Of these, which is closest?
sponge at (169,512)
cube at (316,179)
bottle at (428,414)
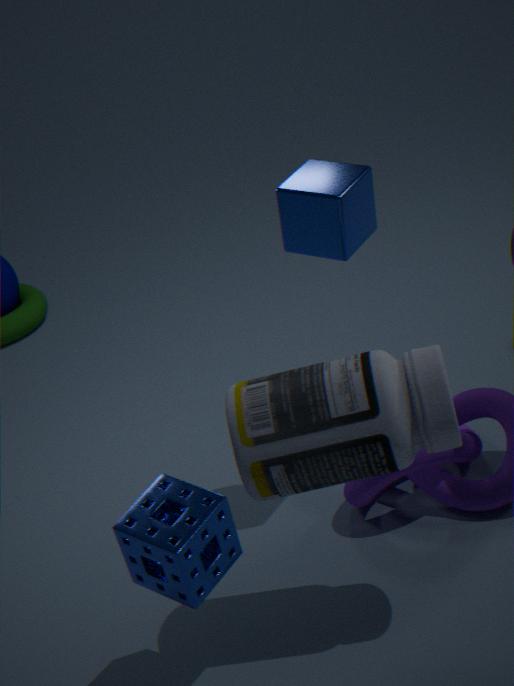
sponge at (169,512)
